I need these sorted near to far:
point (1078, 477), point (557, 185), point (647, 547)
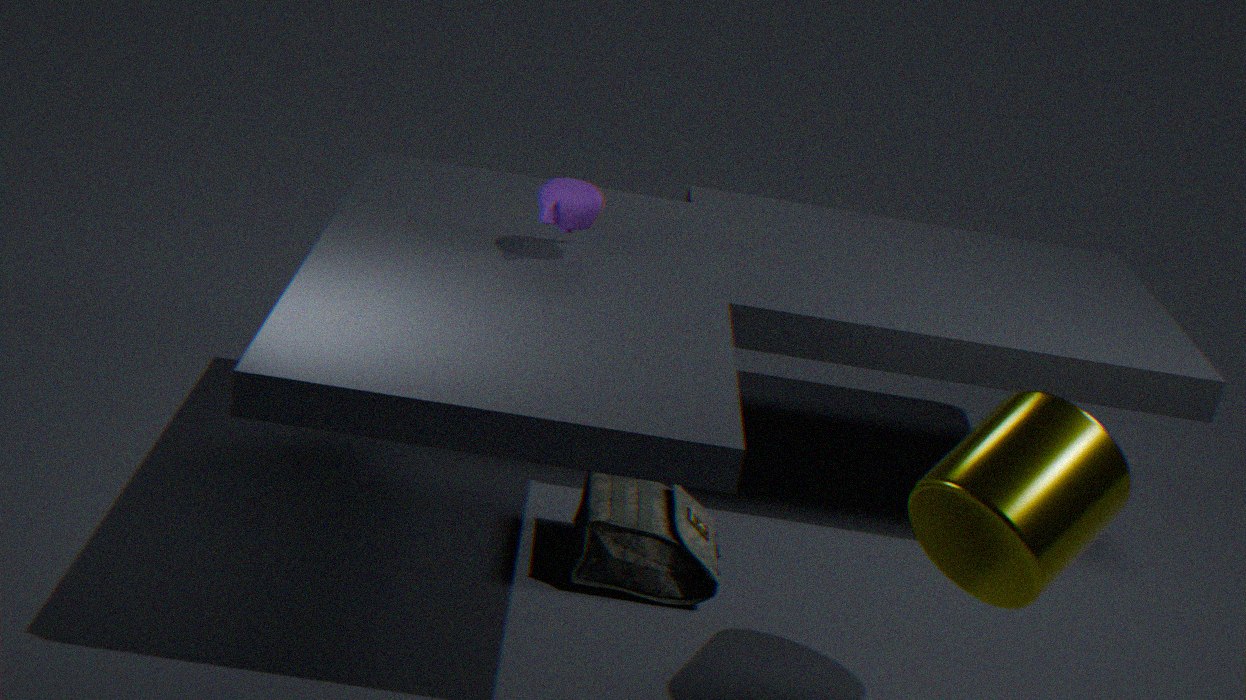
point (1078, 477) → point (557, 185) → point (647, 547)
